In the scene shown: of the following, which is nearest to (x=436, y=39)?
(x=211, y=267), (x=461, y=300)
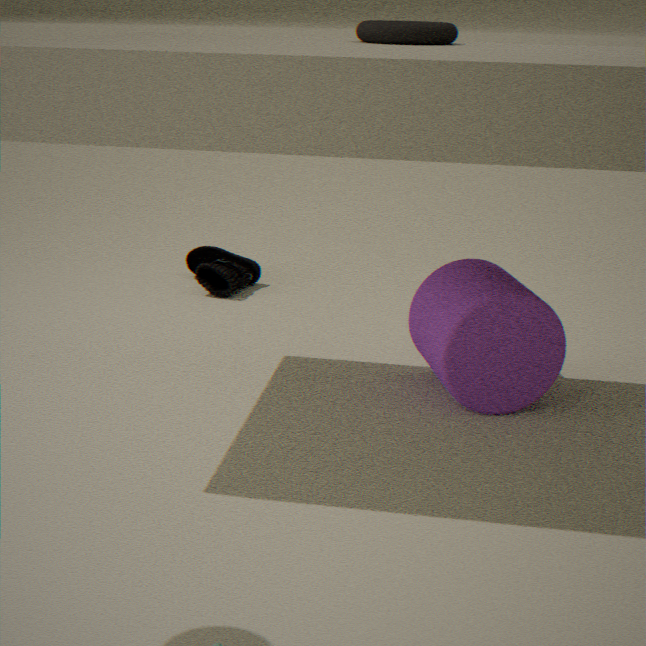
(x=461, y=300)
